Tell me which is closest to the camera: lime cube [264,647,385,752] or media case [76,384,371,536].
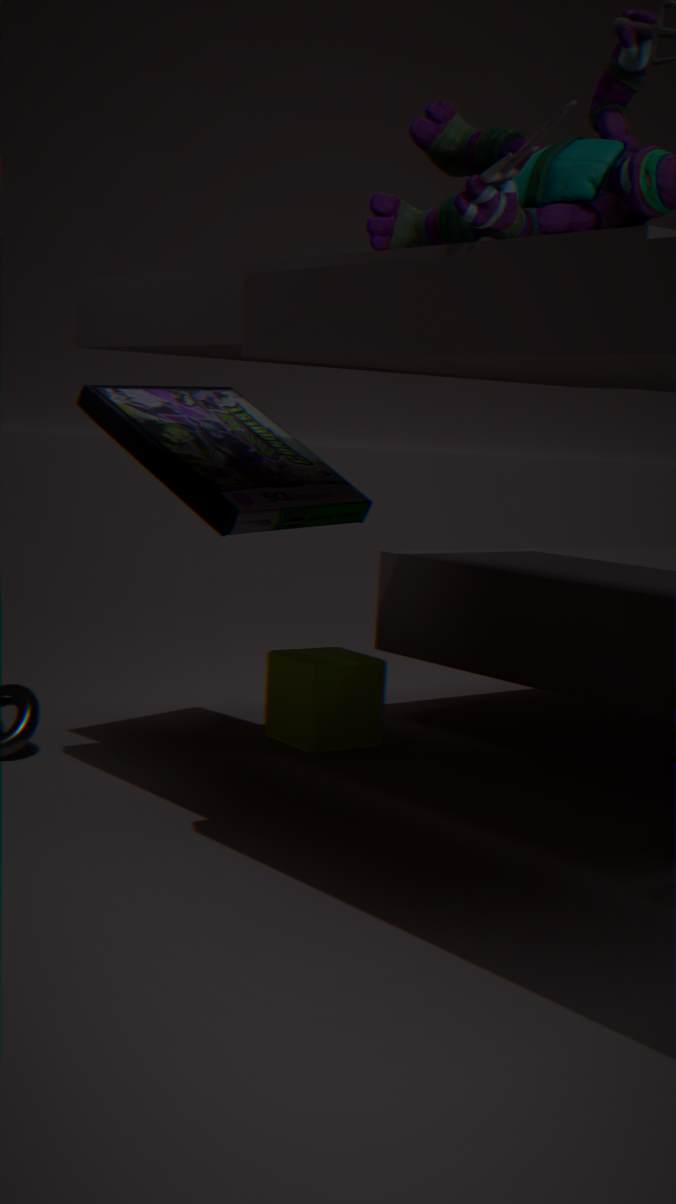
media case [76,384,371,536]
